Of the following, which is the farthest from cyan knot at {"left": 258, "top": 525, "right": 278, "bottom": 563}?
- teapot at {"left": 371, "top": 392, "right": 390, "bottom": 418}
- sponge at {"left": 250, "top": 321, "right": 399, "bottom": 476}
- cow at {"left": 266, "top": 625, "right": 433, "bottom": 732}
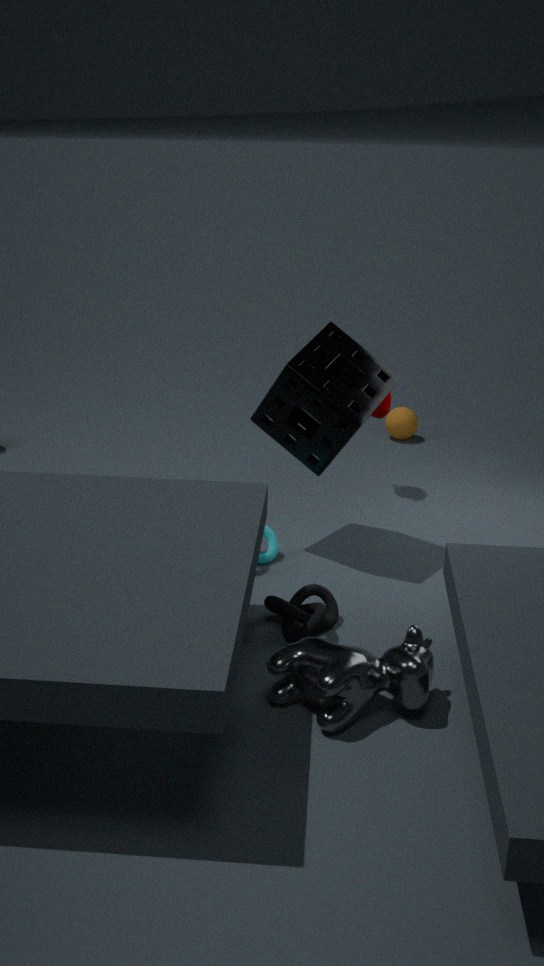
teapot at {"left": 371, "top": 392, "right": 390, "bottom": 418}
